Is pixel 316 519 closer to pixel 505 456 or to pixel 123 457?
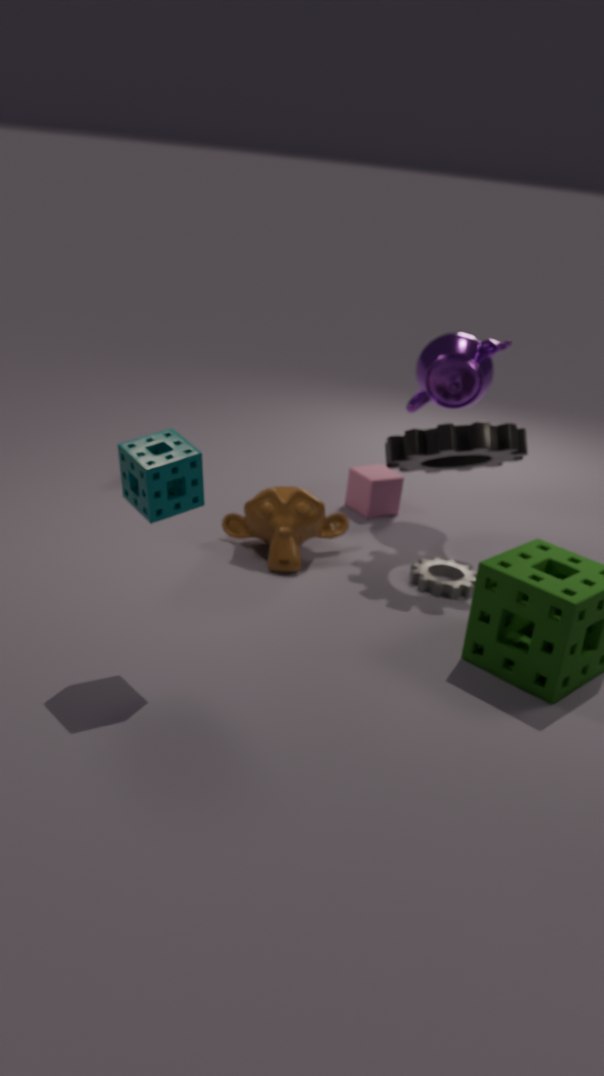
pixel 505 456
